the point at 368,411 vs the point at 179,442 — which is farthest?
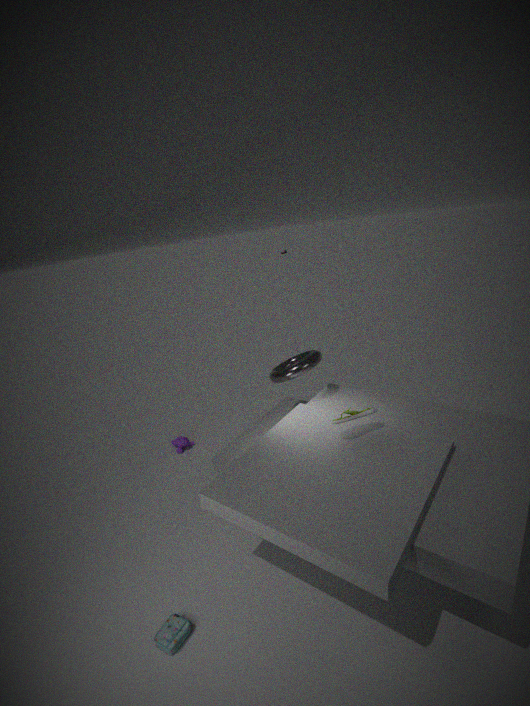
the point at 179,442
